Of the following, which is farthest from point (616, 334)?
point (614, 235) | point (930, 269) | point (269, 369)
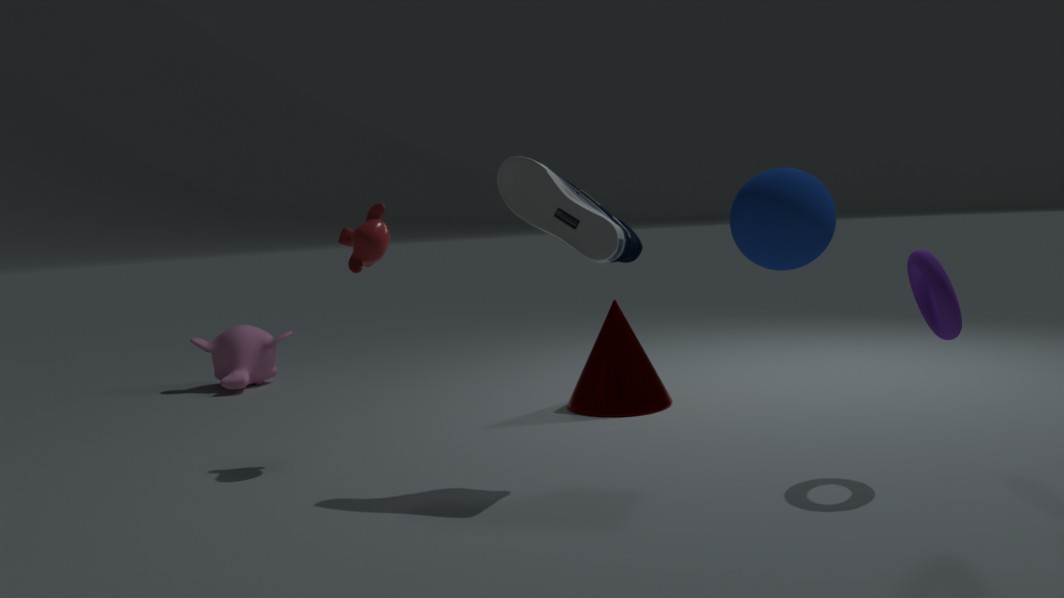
point (269, 369)
